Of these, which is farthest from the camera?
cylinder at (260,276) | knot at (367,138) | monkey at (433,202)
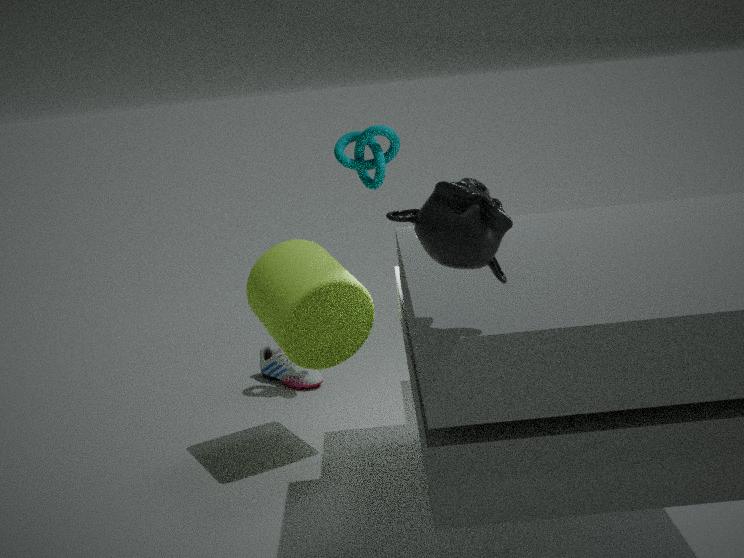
knot at (367,138)
